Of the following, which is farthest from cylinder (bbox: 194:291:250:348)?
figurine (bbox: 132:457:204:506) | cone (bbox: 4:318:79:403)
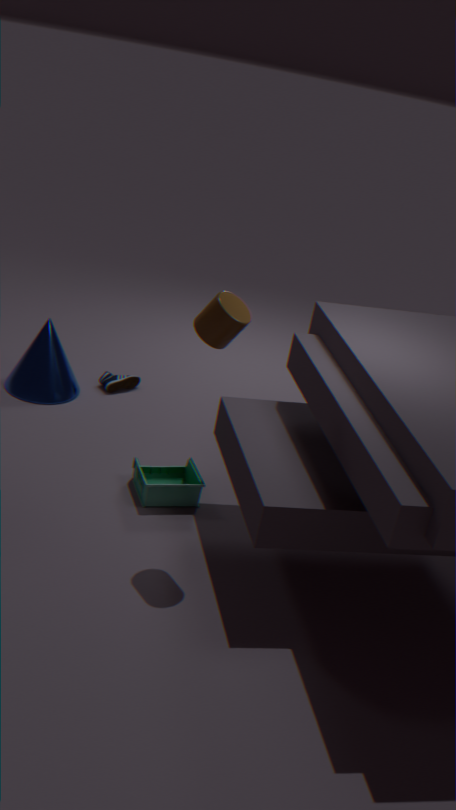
cone (bbox: 4:318:79:403)
